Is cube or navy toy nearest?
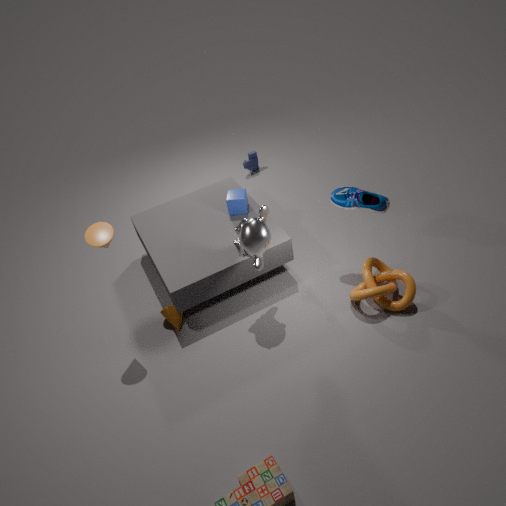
cube
